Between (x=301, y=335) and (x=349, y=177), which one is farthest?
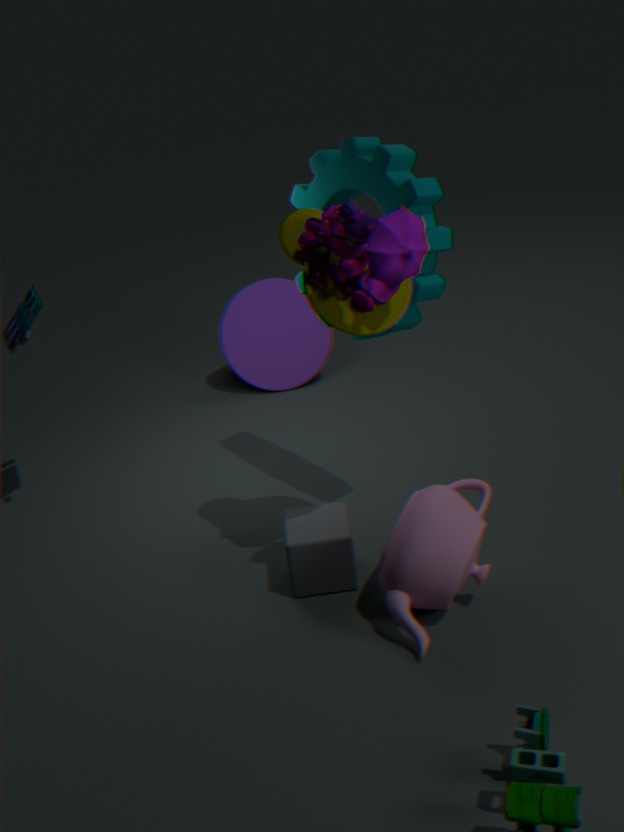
(x=301, y=335)
